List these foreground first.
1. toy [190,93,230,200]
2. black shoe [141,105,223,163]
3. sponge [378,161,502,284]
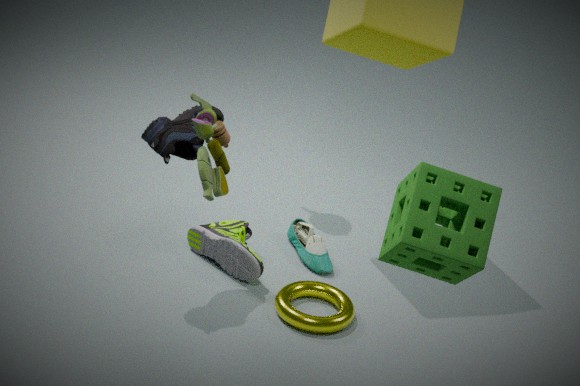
sponge [378,161,502,284] → toy [190,93,230,200] → black shoe [141,105,223,163]
